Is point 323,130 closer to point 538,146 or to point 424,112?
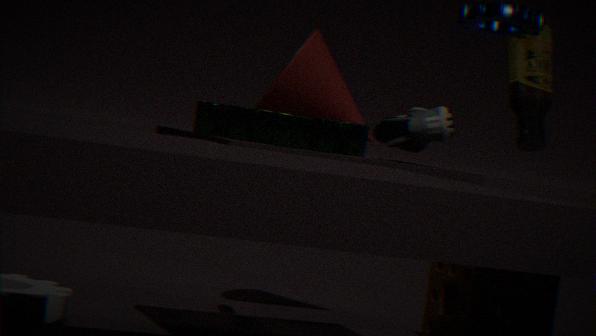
point 424,112
